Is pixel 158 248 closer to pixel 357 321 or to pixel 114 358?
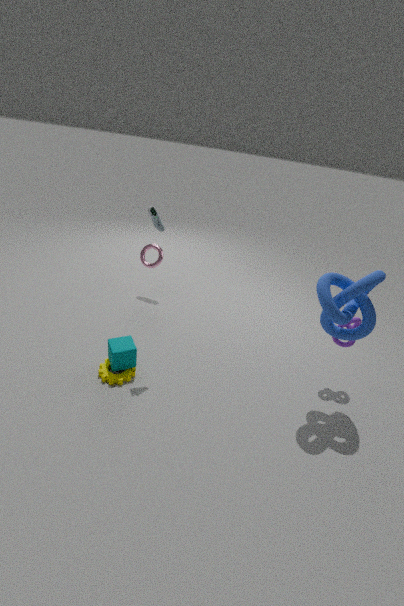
pixel 114 358
